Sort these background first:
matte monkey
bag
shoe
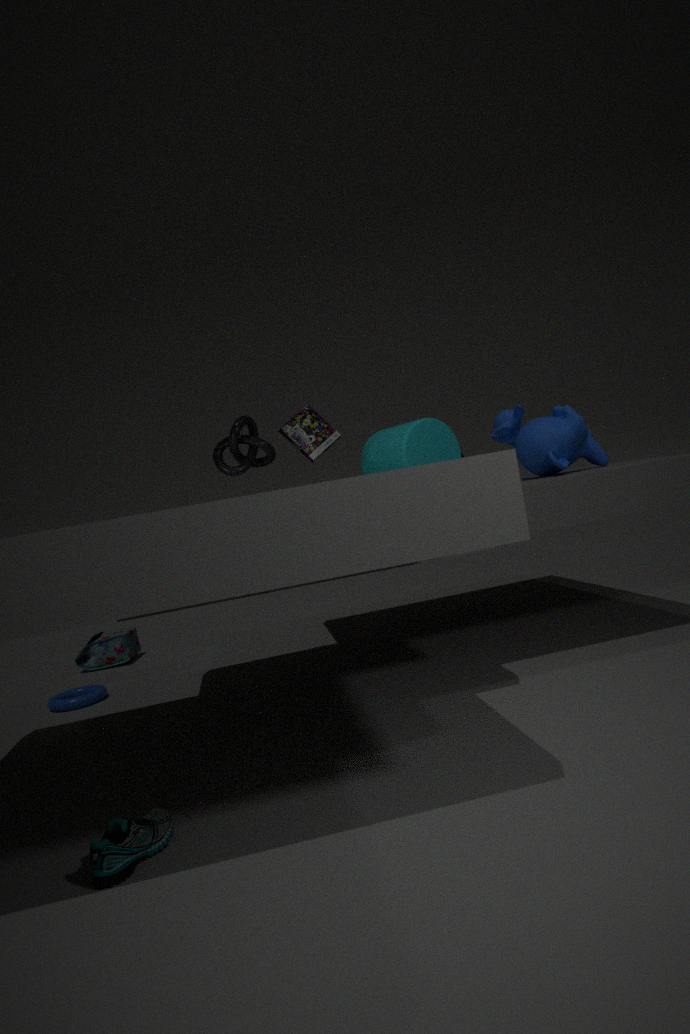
bag, matte monkey, shoe
